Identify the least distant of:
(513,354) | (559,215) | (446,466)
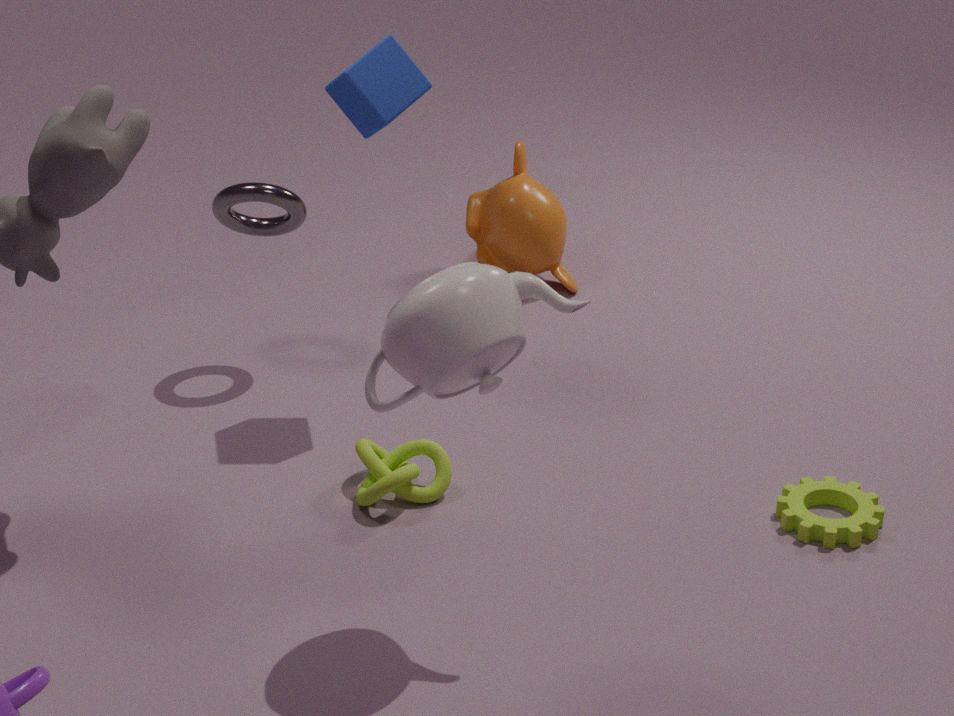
(513,354)
